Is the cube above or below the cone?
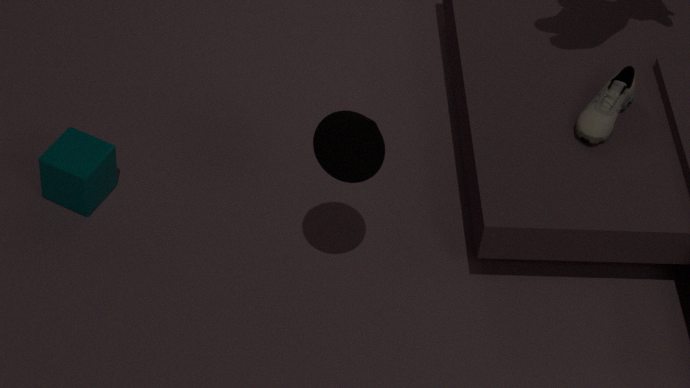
below
